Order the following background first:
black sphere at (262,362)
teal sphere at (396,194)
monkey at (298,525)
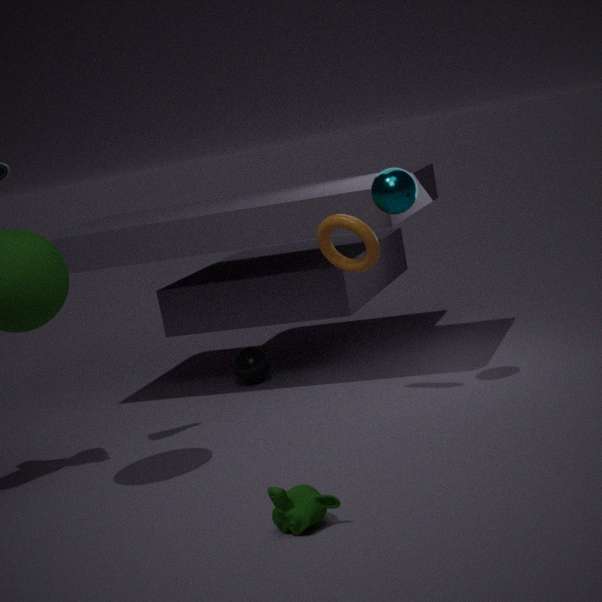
black sphere at (262,362) → teal sphere at (396,194) → monkey at (298,525)
